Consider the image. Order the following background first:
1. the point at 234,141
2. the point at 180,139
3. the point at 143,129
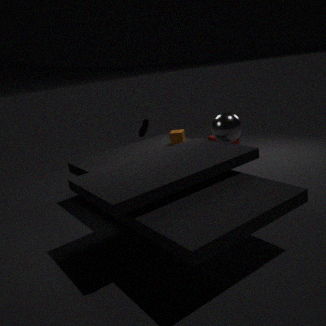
the point at 234,141, the point at 180,139, the point at 143,129
